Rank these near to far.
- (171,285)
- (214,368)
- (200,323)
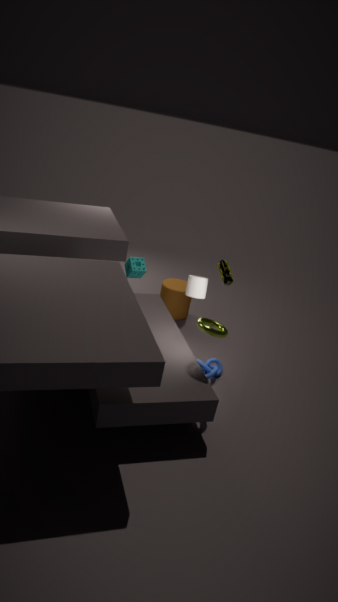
1. (200,323)
2. (214,368)
3. (171,285)
